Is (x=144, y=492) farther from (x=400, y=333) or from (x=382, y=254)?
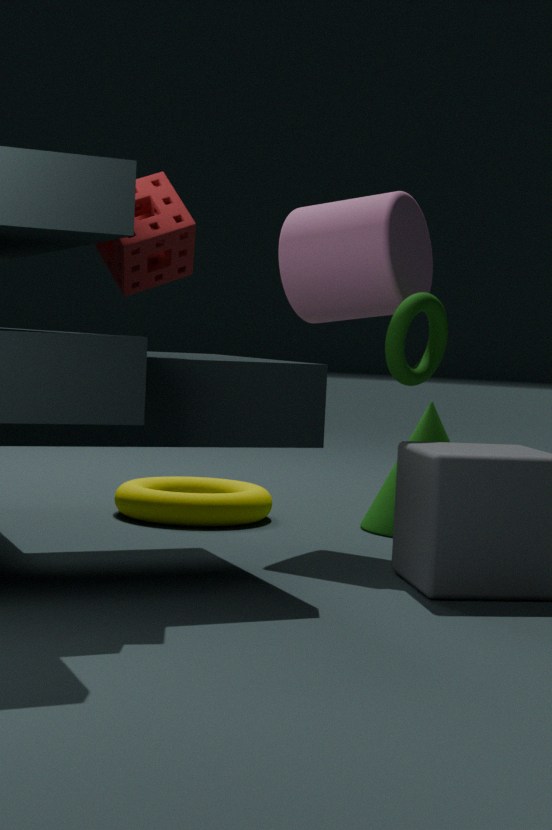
(x=400, y=333)
